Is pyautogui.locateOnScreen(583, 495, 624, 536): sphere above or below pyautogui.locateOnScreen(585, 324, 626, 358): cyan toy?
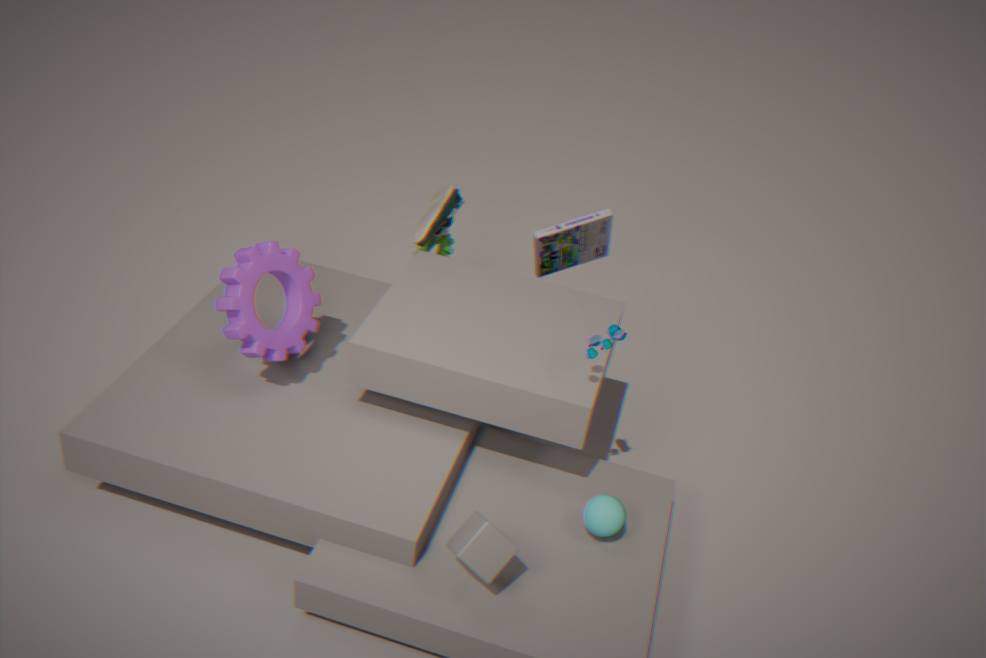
below
